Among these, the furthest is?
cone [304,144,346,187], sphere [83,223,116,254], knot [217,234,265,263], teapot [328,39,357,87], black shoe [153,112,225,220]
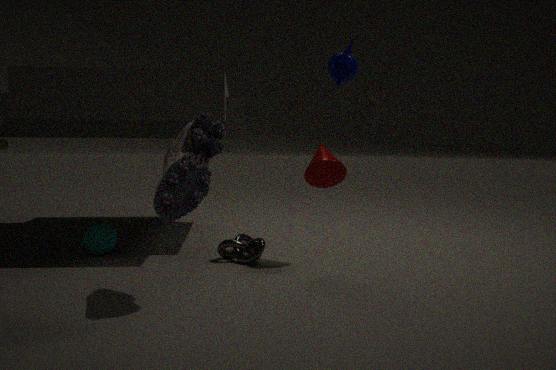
sphere [83,223,116,254]
